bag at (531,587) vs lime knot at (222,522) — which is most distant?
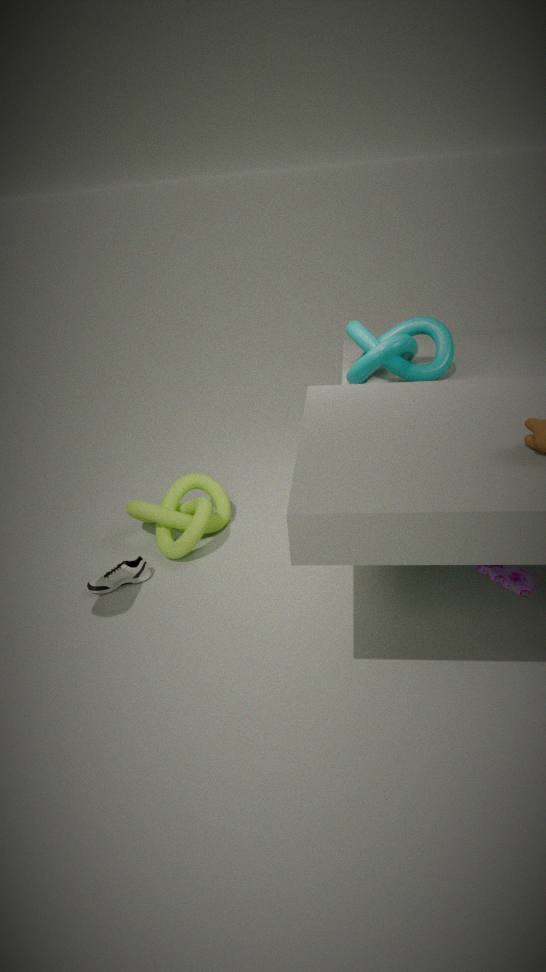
lime knot at (222,522)
